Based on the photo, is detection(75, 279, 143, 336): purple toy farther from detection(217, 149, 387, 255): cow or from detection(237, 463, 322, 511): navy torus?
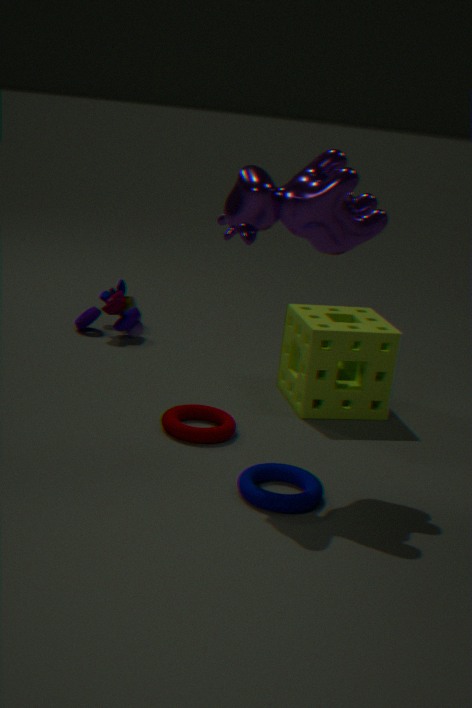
detection(237, 463, 322, 511): navy torus
